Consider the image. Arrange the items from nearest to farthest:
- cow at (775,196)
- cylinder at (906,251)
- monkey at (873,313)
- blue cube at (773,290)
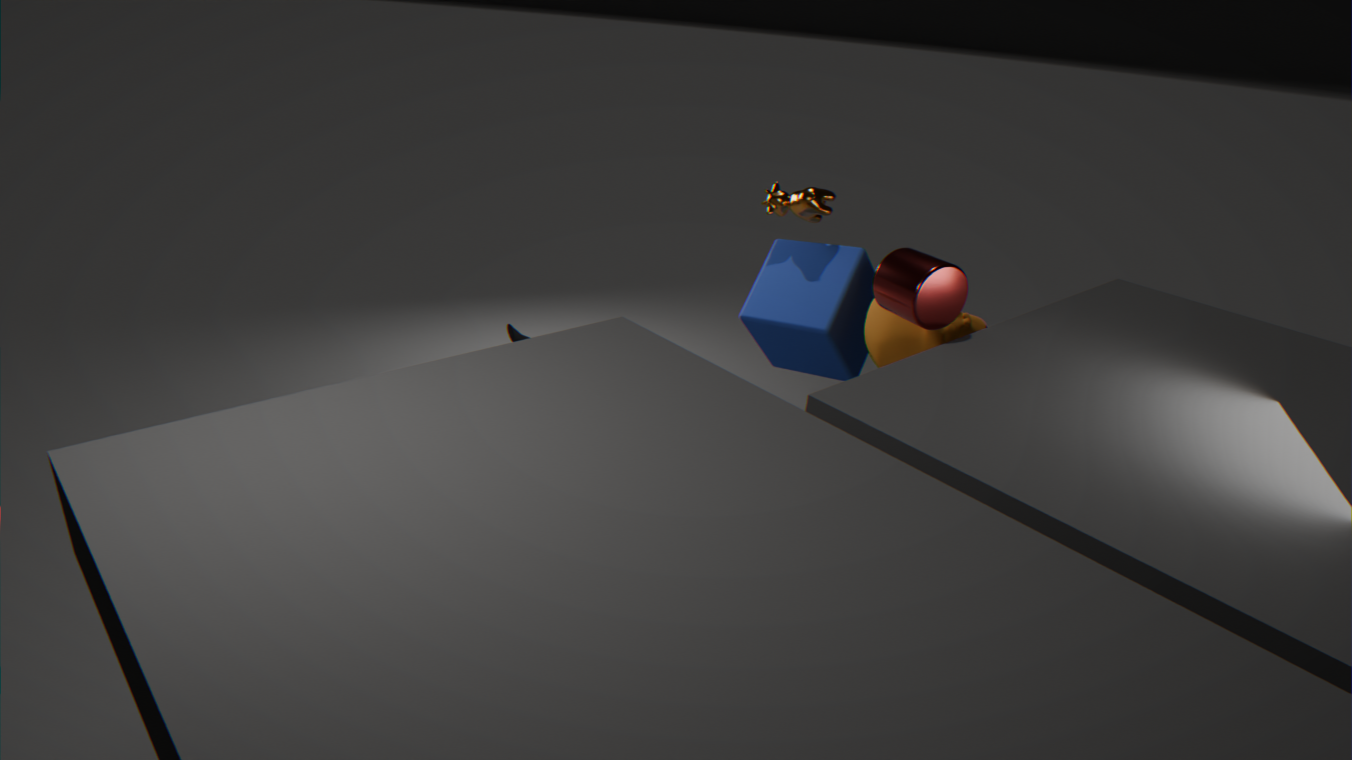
cylinder at (906,251), monkey at (873,313), blue cube at (773,290), cow at (775,196)
